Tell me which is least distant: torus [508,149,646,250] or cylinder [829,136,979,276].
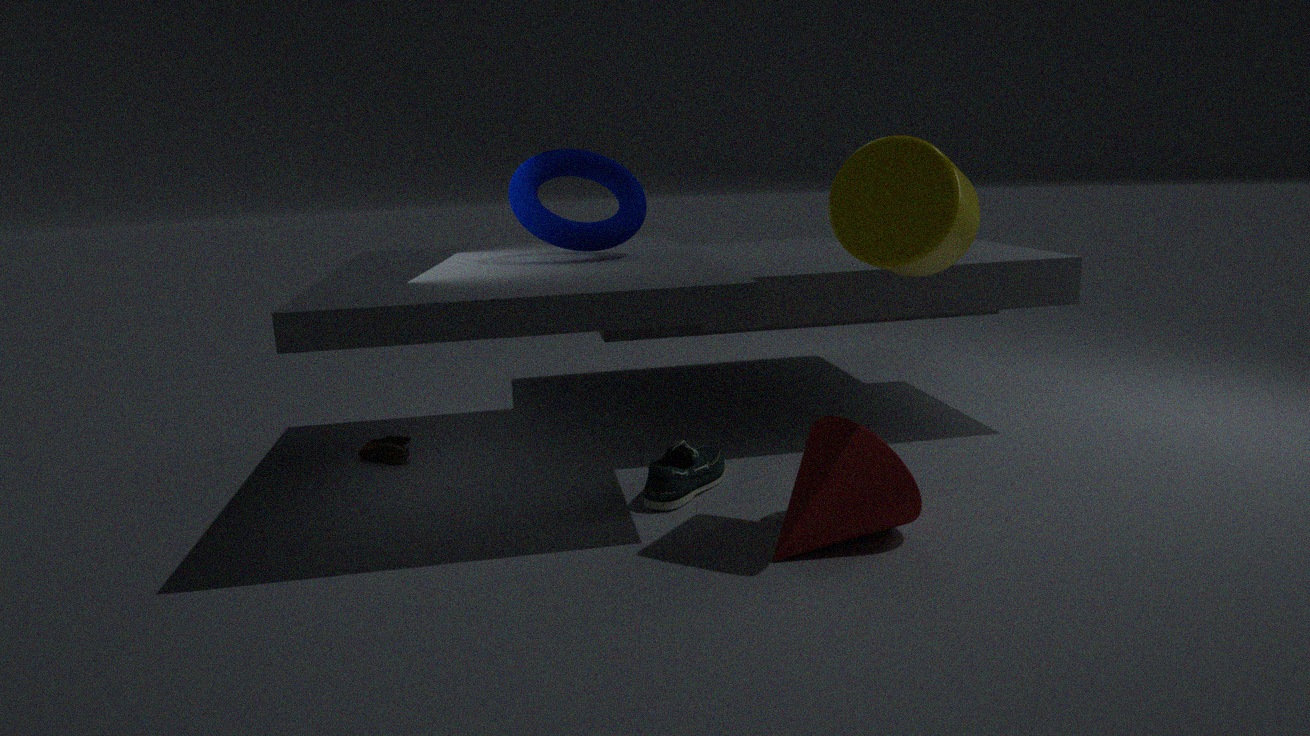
cylinder [829,136,979,276]
